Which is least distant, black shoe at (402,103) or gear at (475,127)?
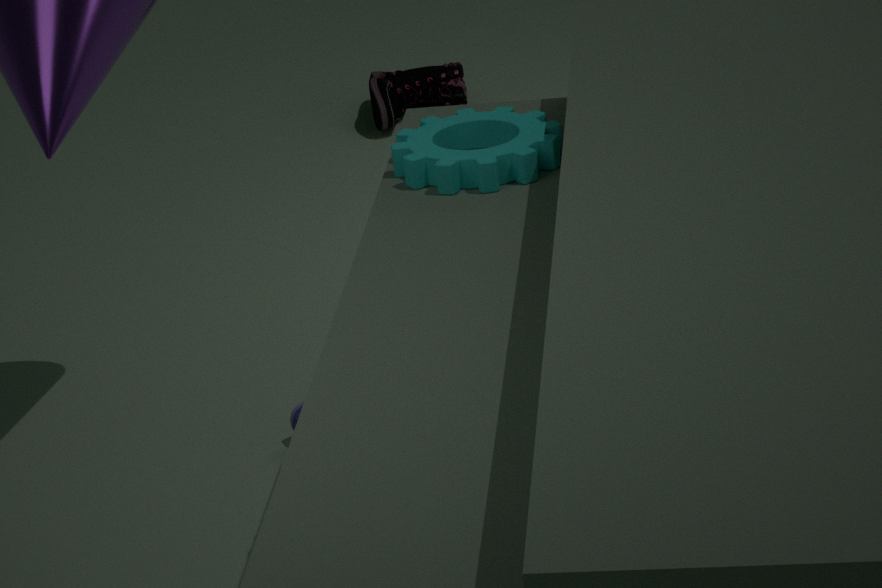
gear at (475,127)
